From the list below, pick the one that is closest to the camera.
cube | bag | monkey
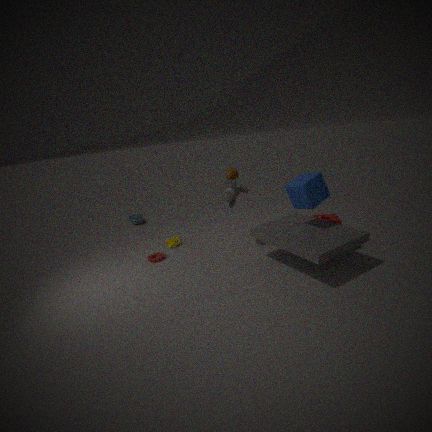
cube
